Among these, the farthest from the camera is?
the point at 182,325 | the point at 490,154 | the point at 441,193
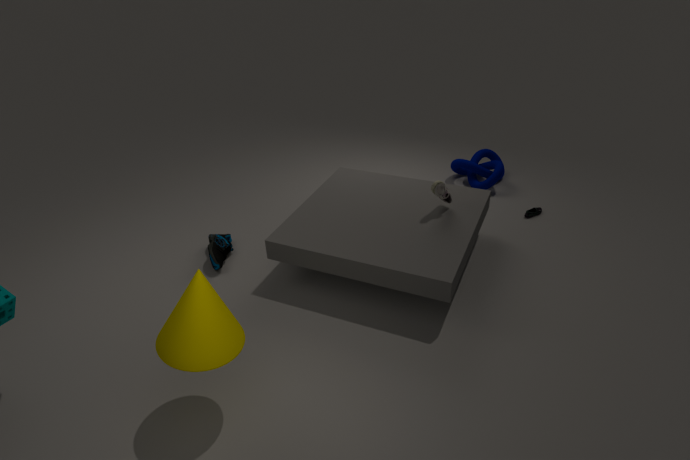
the point at 490,154
